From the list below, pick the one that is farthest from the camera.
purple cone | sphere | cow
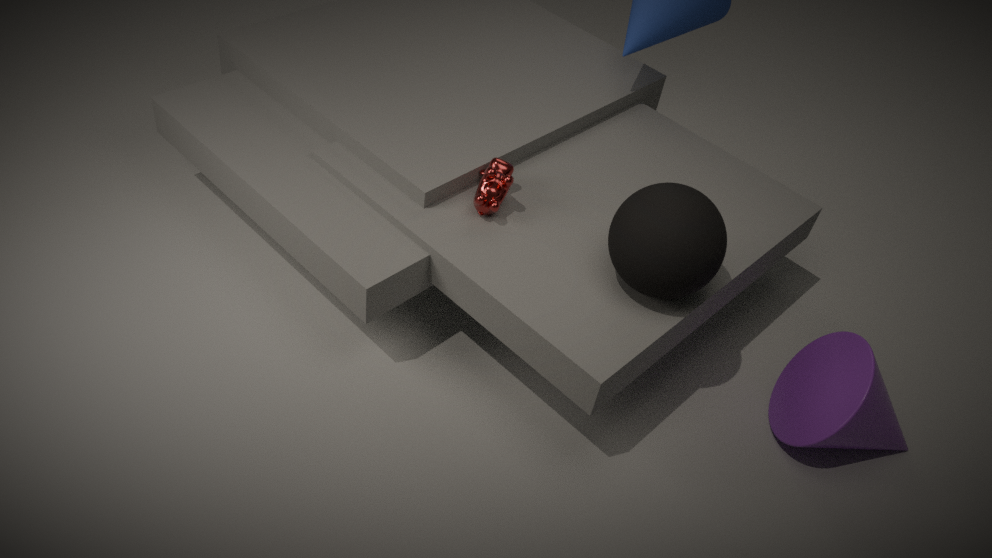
cow
